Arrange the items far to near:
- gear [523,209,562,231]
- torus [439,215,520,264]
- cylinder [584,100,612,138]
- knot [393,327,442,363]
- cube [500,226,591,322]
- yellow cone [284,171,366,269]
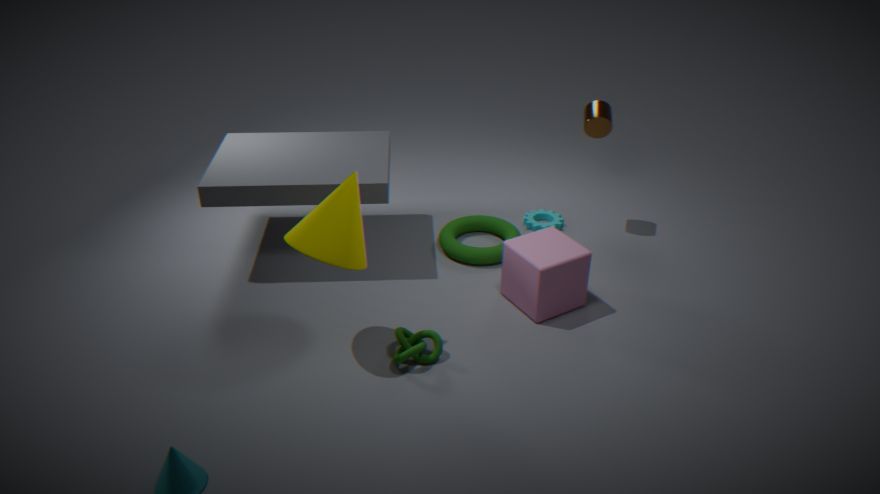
gear [523,209,562,231], cylinder [584,100,612,138], torus [439,215,520,264], cube [500,226,591,322], knot [393,327,442,363], yellow cone [284,171,366,269]
